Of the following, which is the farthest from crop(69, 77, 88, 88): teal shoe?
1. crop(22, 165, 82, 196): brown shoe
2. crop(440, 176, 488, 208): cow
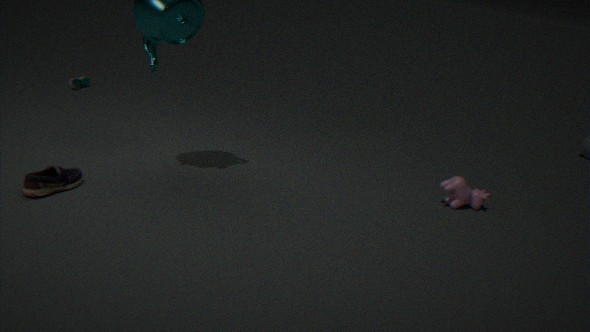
crop(440, 176, 488, 208): cow
